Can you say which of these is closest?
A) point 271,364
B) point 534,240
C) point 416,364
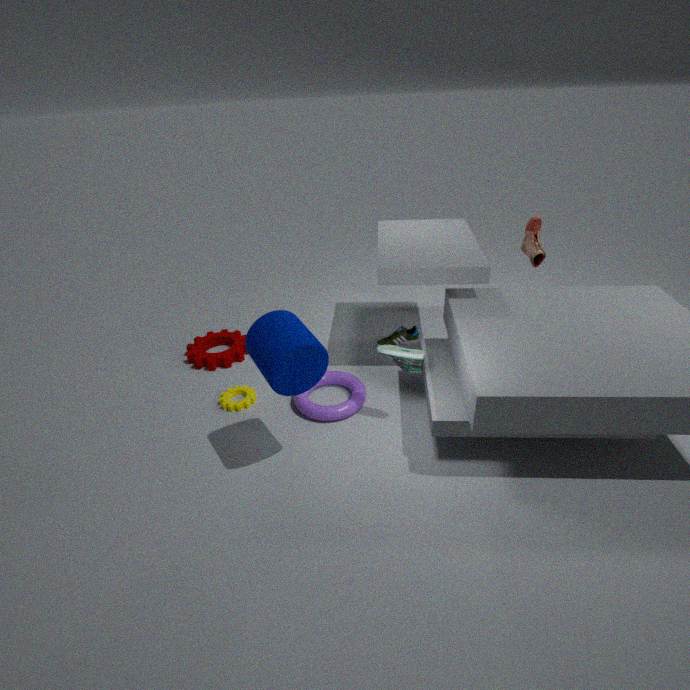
point 271,364
